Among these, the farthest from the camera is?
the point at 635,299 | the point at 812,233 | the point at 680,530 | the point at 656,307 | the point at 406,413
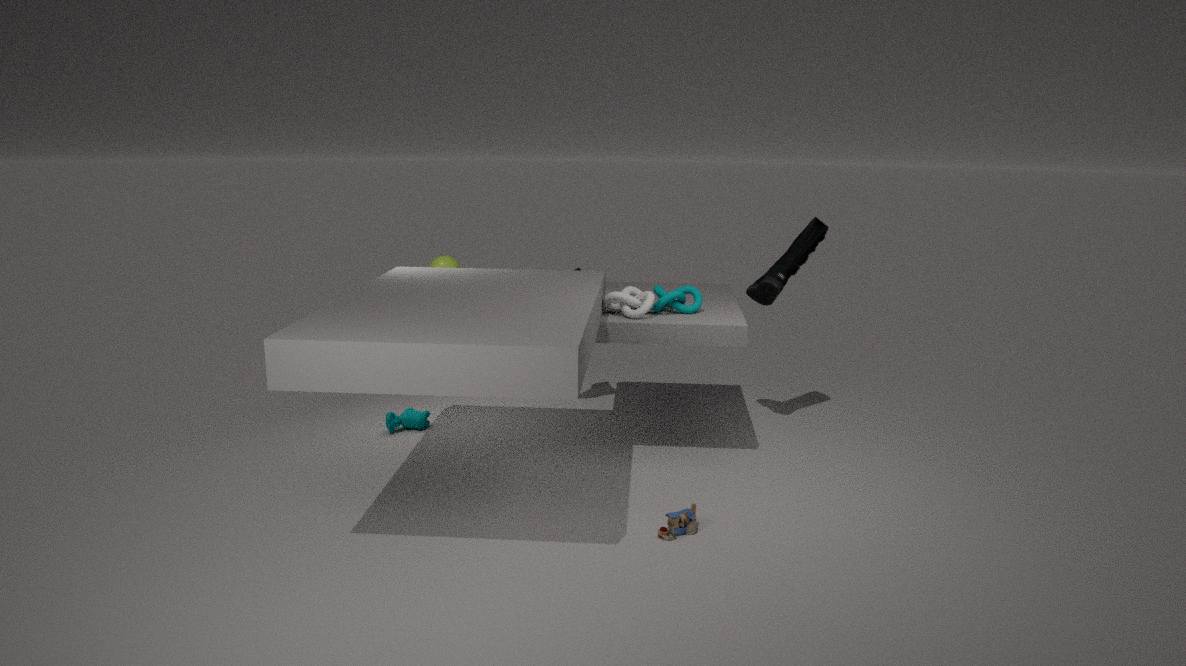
the point at 406,413
